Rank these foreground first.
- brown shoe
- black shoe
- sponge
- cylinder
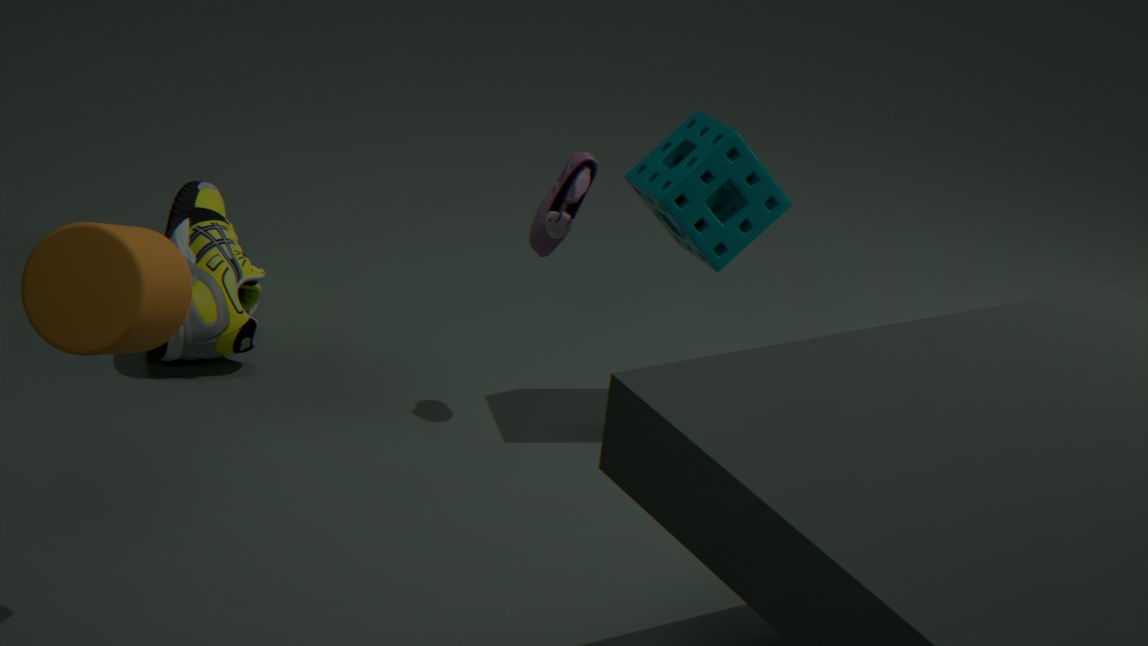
cylinder < sponge < black shoe < brown shoe
